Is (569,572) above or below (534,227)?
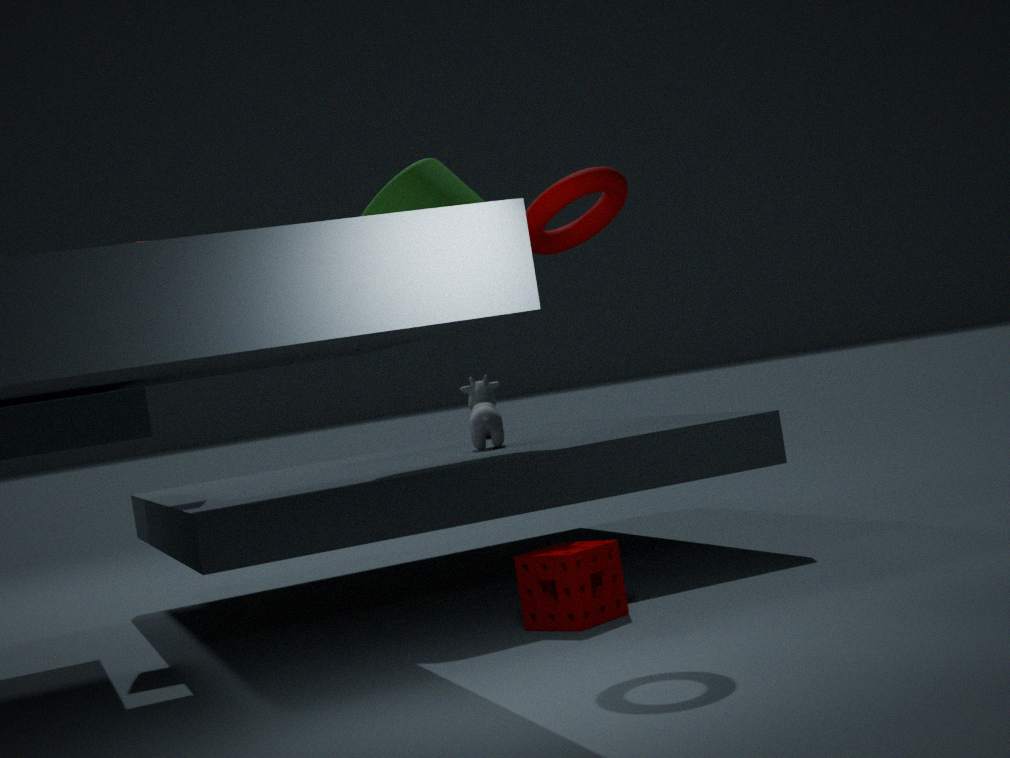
below
